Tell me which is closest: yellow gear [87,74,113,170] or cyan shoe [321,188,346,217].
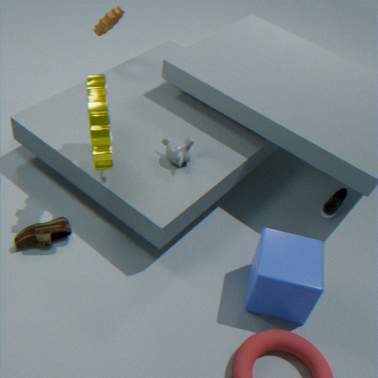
yellow gear [87,74,113,170]
